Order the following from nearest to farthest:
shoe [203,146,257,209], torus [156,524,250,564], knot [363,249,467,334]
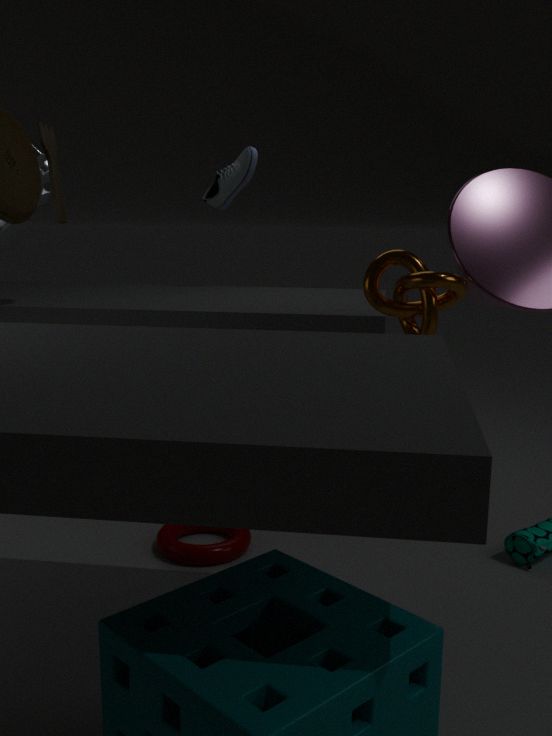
1. knot [363,249,467,334]
2. torus [156,524,250,564]
3. shoe [203,146,257,209]
